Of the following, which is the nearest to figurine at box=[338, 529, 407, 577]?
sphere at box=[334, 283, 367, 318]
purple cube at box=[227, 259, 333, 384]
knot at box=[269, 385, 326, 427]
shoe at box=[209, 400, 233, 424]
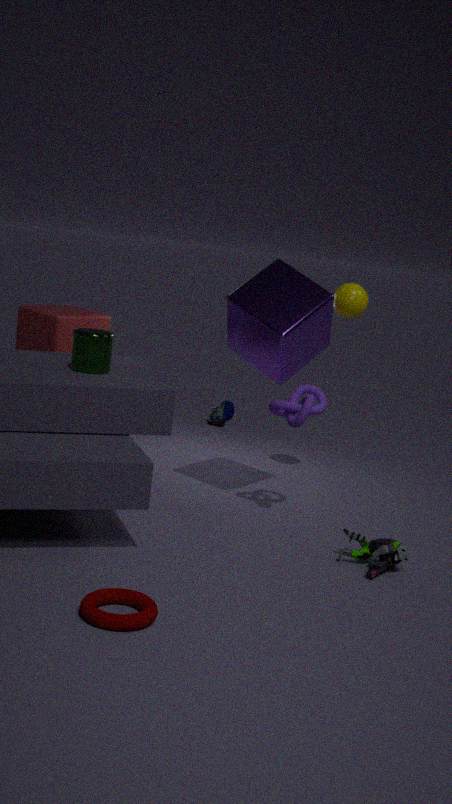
knot at box=[269, 385, 326, 427]
